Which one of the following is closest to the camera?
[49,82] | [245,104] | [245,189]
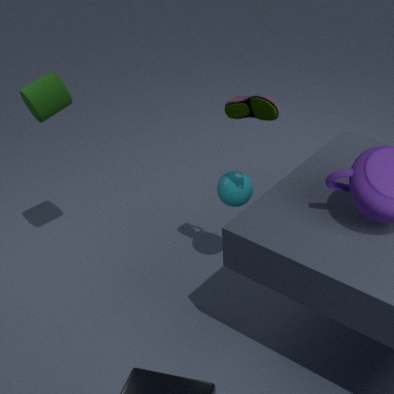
[245,104]
